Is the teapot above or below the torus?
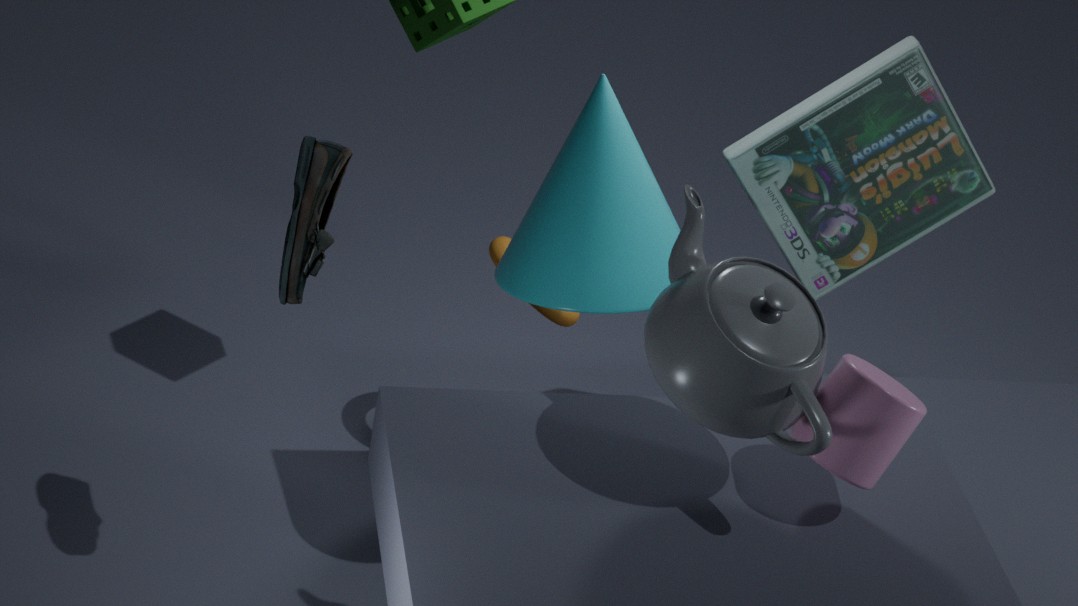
above
